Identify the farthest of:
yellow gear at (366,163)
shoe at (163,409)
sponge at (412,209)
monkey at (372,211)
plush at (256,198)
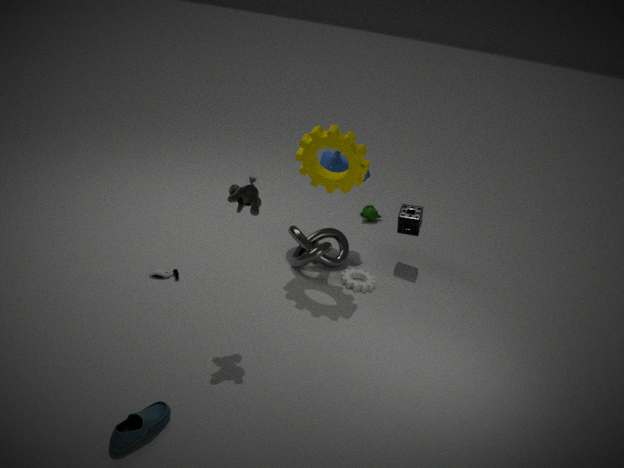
monkey at (372,211)
